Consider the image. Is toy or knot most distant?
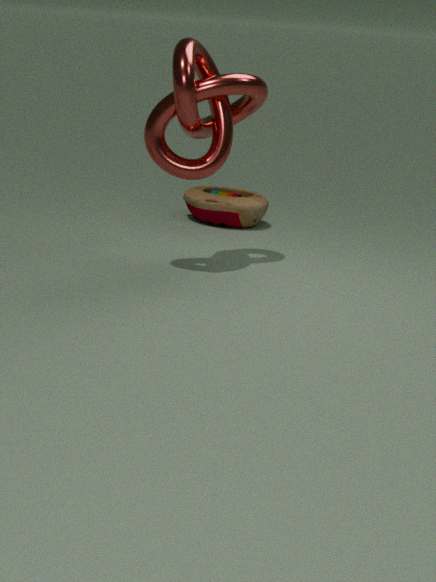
toy
